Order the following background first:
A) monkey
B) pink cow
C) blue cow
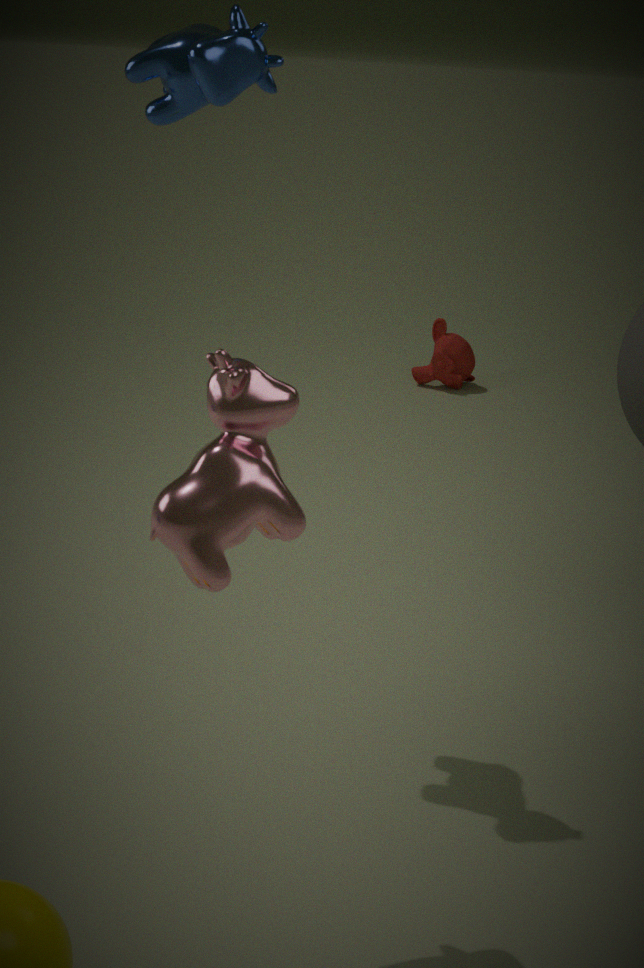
monkey, blue cow, pink cow
